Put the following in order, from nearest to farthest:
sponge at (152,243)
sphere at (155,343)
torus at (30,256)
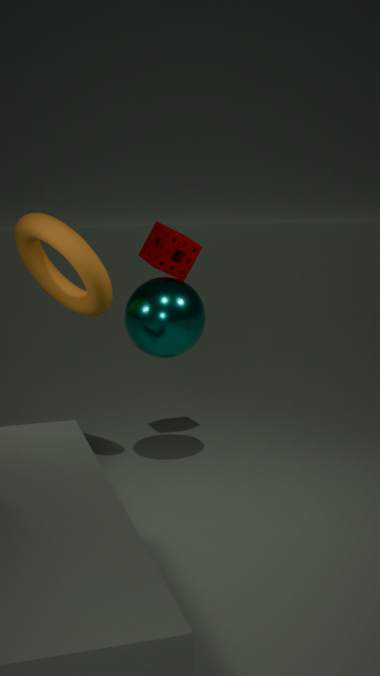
torus at (30,256) < sphere at (155,343) < sponge at (152,243)
